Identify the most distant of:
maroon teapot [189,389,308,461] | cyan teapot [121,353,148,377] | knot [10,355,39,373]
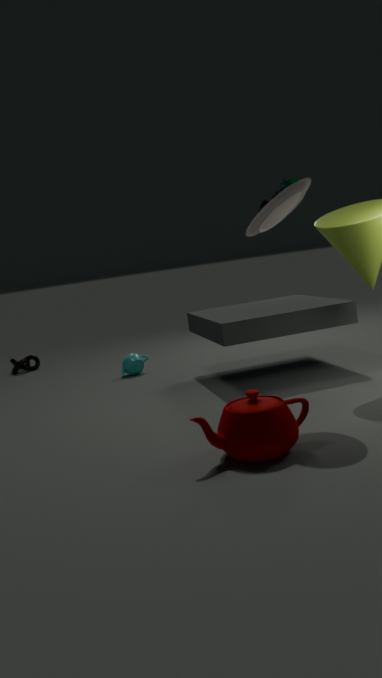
knot [10,355,39,373]
